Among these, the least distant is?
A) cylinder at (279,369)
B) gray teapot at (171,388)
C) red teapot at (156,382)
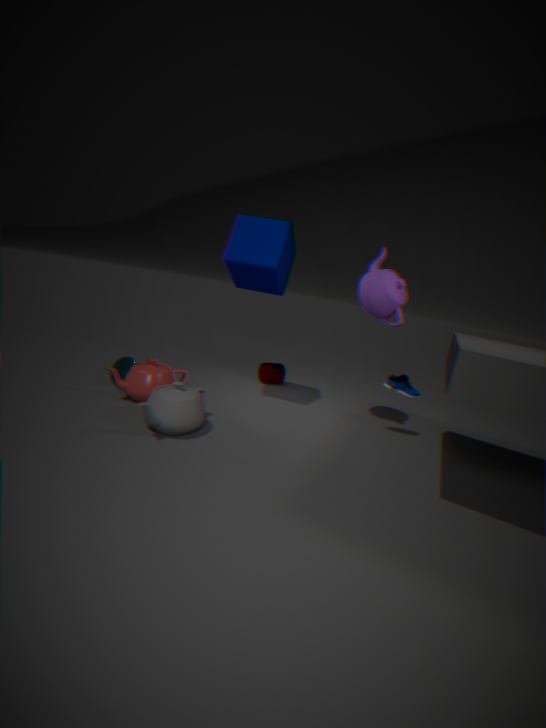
gray teapot at (171,388)
